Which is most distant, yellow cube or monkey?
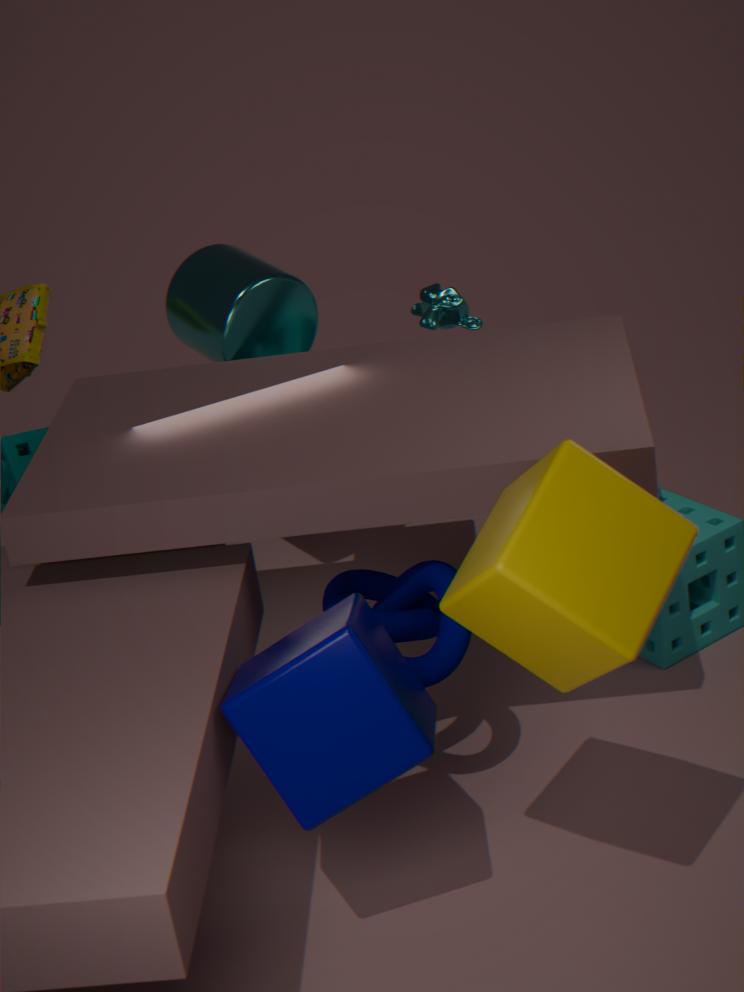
monkey
